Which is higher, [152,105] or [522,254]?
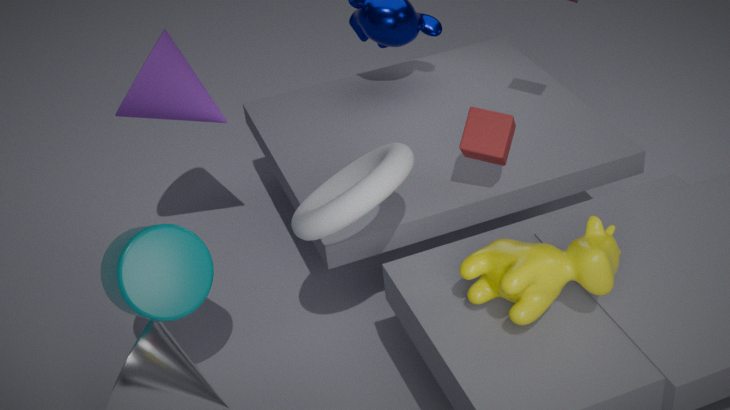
[152,105]
